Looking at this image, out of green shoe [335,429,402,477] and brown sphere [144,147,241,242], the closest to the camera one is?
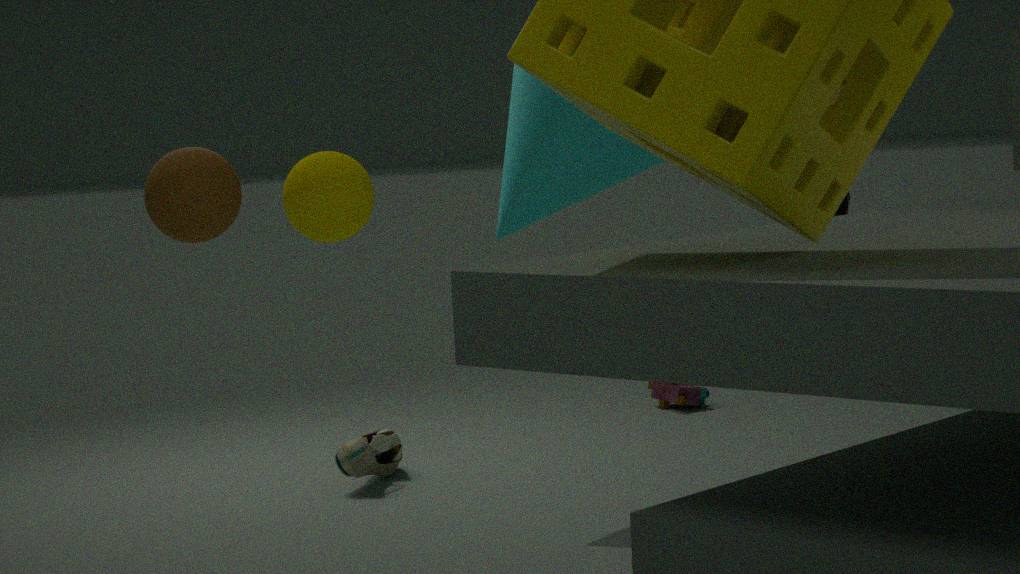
brown sphere [144,147,241,242]
